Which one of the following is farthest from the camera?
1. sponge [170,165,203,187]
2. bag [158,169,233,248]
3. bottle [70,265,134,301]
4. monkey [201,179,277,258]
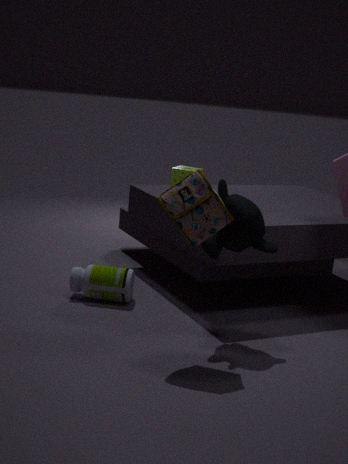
sponge [170,165,203,187]
